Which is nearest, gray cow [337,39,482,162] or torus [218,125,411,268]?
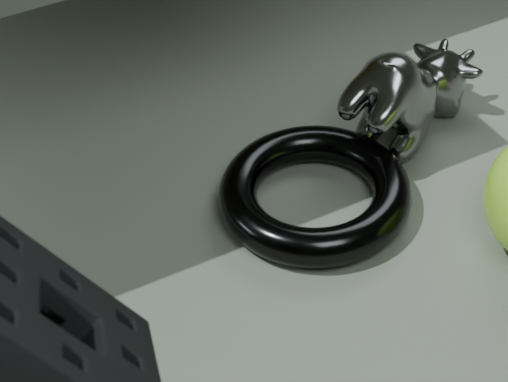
torus [218,125,411,268]
